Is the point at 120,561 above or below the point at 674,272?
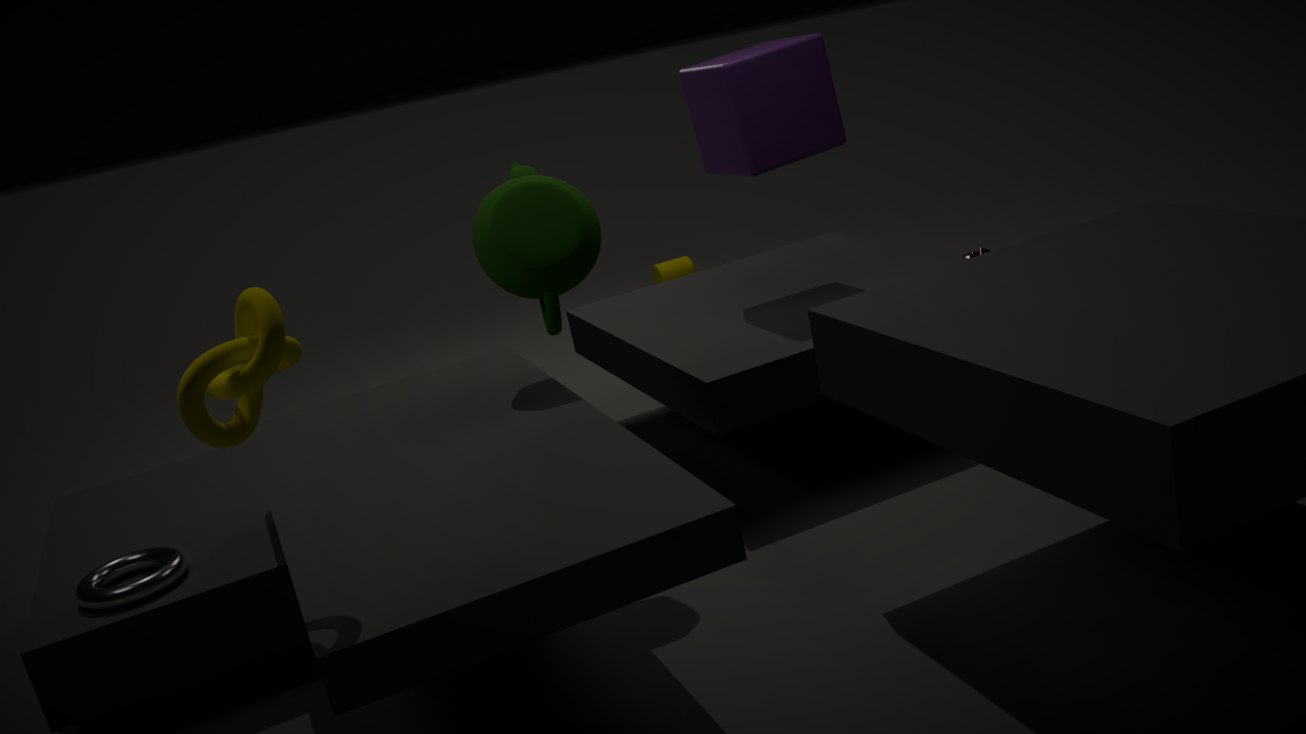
above
